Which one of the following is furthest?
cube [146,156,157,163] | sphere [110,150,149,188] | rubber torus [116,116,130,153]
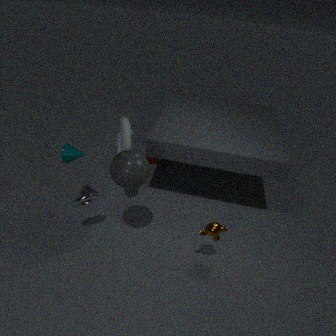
cube [146,156,157,163]
